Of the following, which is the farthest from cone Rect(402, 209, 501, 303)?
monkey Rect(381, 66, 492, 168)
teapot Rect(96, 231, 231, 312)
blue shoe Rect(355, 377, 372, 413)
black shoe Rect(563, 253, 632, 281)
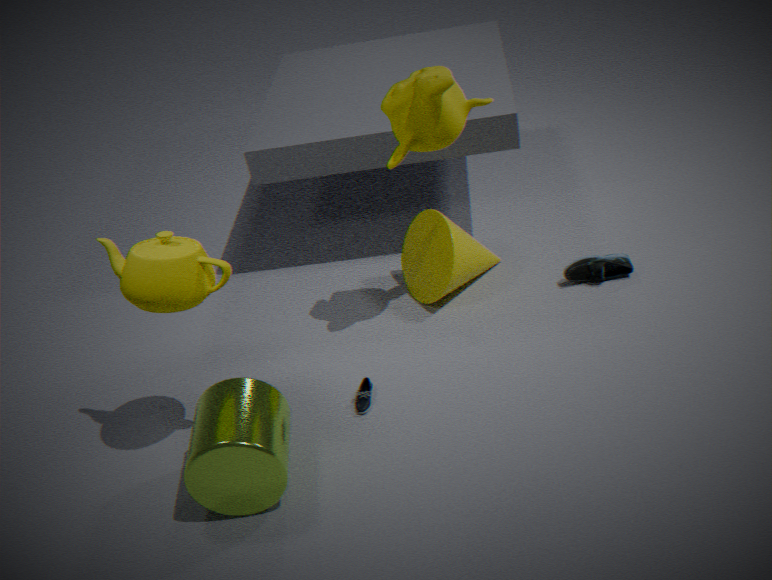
teapot Rect(96, 231, 231, 312)
